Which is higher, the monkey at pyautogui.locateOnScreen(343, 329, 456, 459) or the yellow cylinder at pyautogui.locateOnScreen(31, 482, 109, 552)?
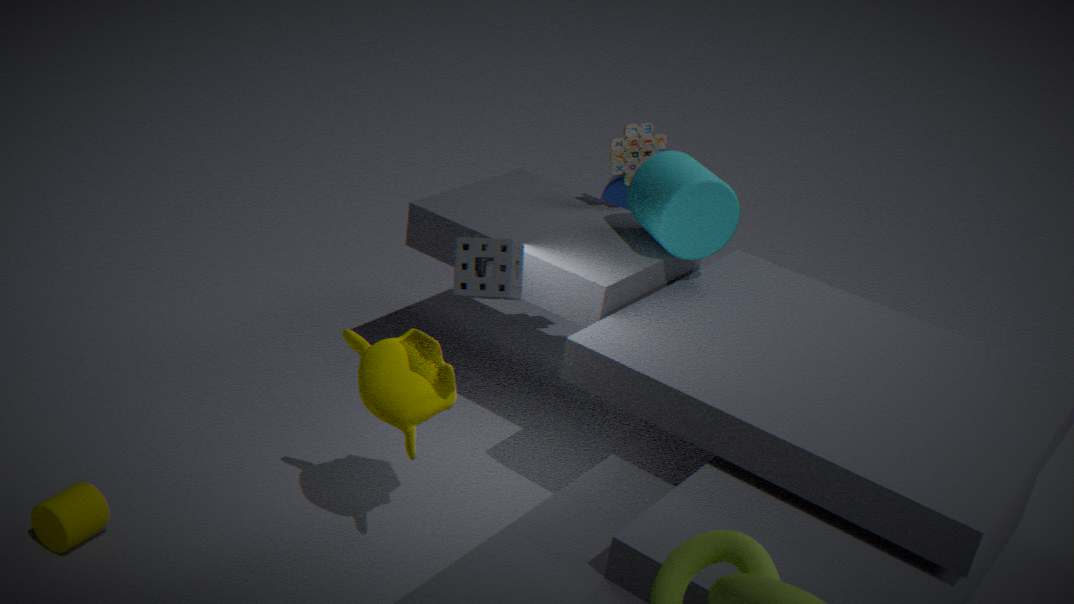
the monkey at pyautogui.locateOnScreen(343, 329, 456, 459)
